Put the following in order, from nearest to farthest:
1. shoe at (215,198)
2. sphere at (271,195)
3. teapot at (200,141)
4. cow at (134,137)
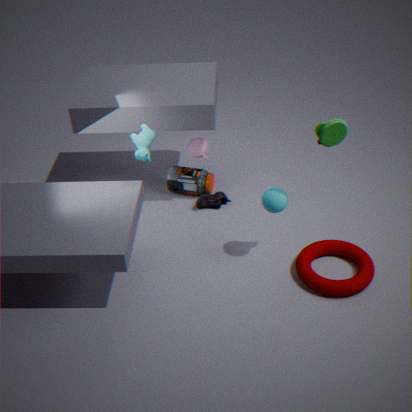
sphere at (271,195) < cow at (134,137) < teapot at (200,141) < shoe at (215,198)
